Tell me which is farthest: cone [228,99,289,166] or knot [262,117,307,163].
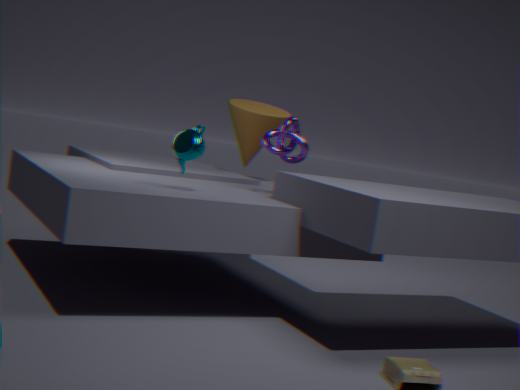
cone [228,99,289,166]
